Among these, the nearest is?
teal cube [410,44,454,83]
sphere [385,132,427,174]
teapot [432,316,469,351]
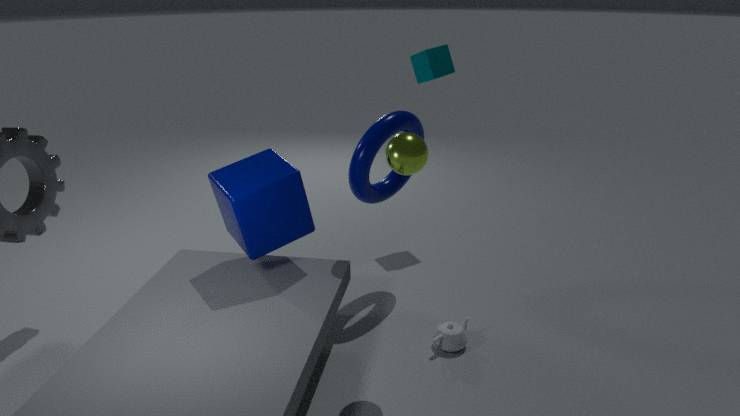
sphere [385,132,427,174]
